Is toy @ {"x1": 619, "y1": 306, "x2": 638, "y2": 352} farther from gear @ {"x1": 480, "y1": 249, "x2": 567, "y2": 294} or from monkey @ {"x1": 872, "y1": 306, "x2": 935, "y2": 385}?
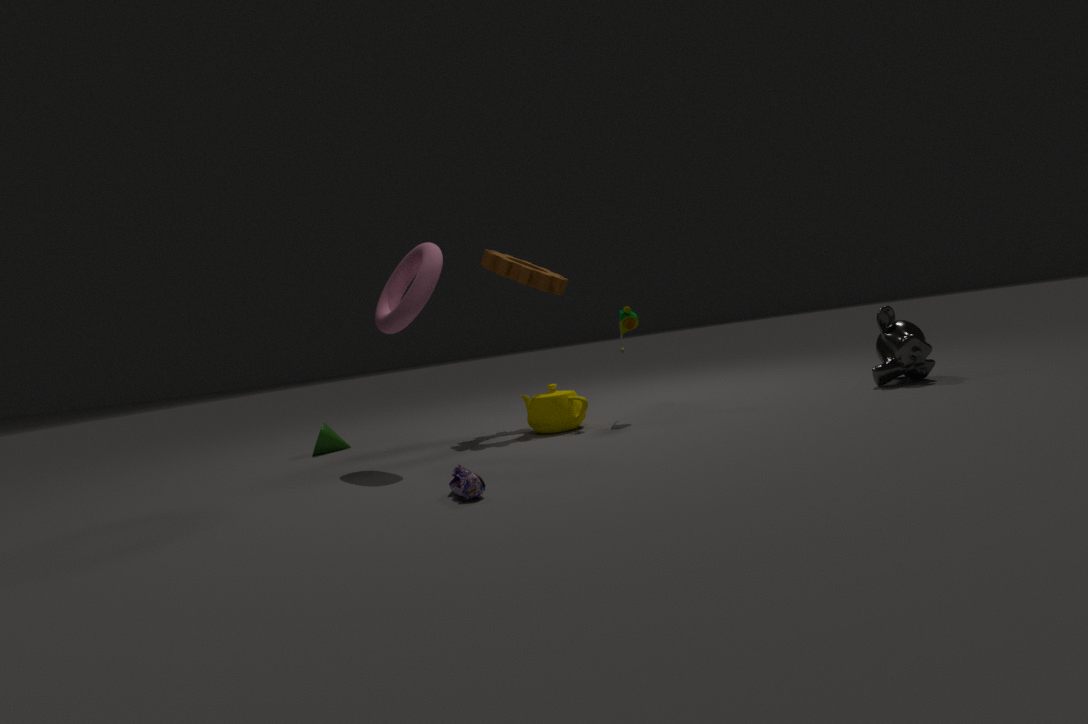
monkey @ {"x1": 872, "y1": 306, "x2": 935, "y2": 385}
